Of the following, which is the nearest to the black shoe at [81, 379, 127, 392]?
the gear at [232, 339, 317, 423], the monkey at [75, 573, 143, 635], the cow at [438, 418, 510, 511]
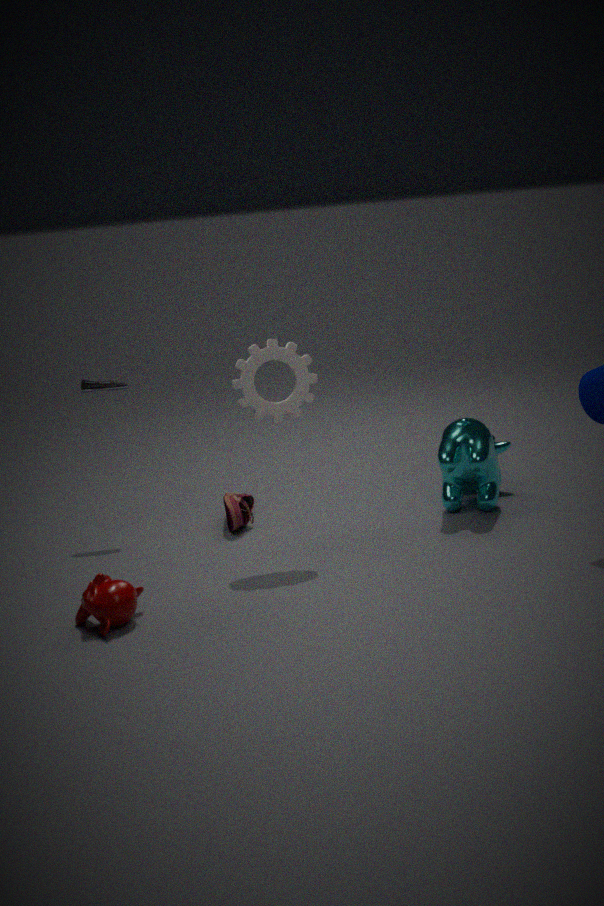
the gear at [232, 339, 317, 423]
